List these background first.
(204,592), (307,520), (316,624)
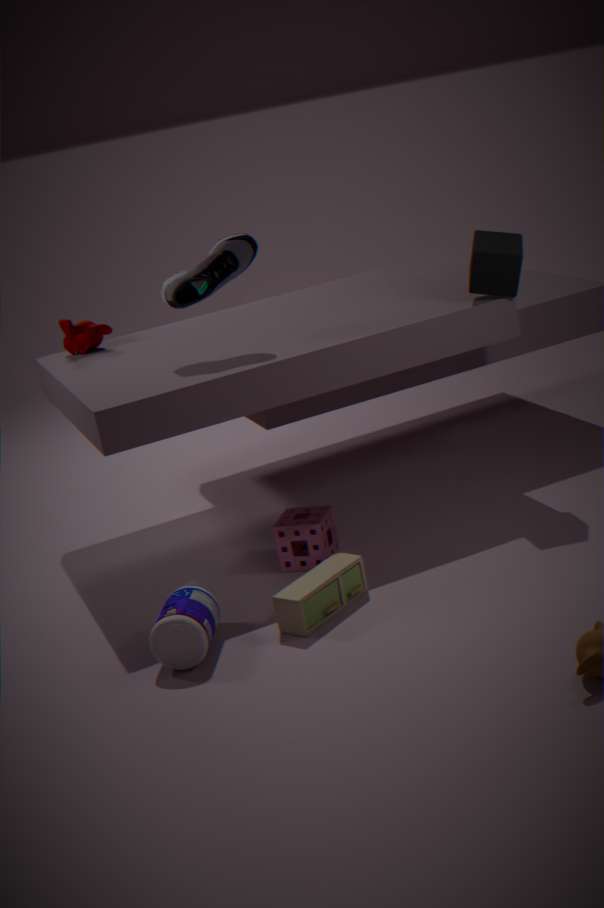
1. (307,520)
2. (204,592)
3. (316,624)
